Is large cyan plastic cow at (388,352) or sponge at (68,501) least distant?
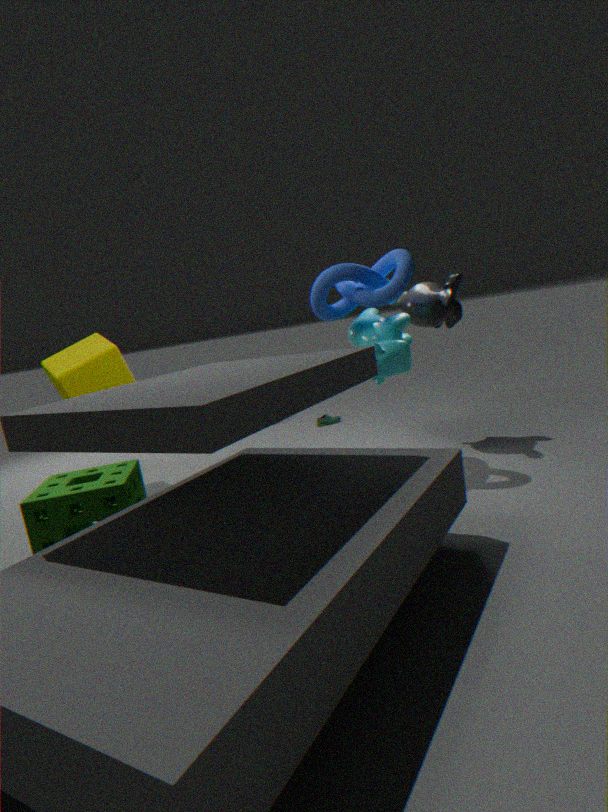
sponge at (68,501)
